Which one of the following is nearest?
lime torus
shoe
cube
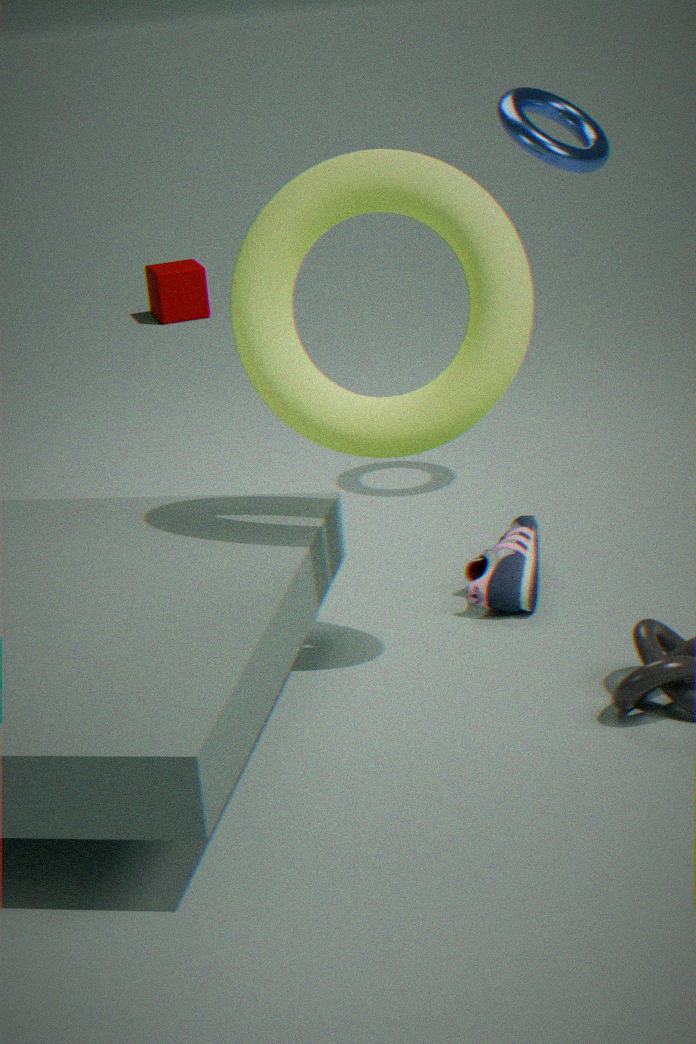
lime torus
